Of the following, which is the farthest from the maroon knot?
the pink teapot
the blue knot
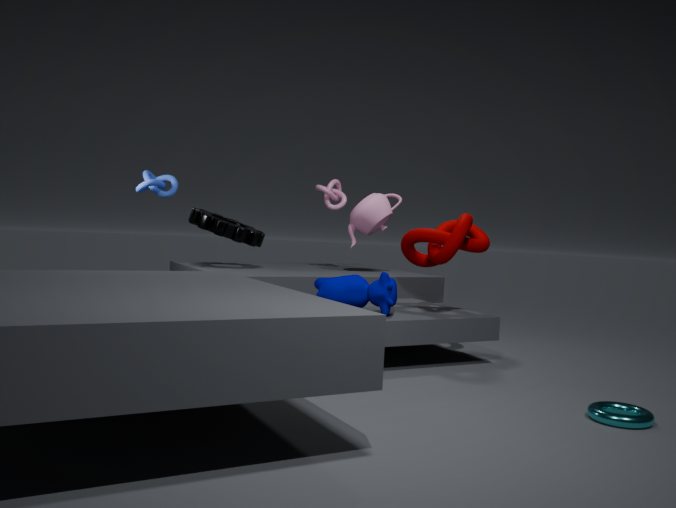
the blue knot
